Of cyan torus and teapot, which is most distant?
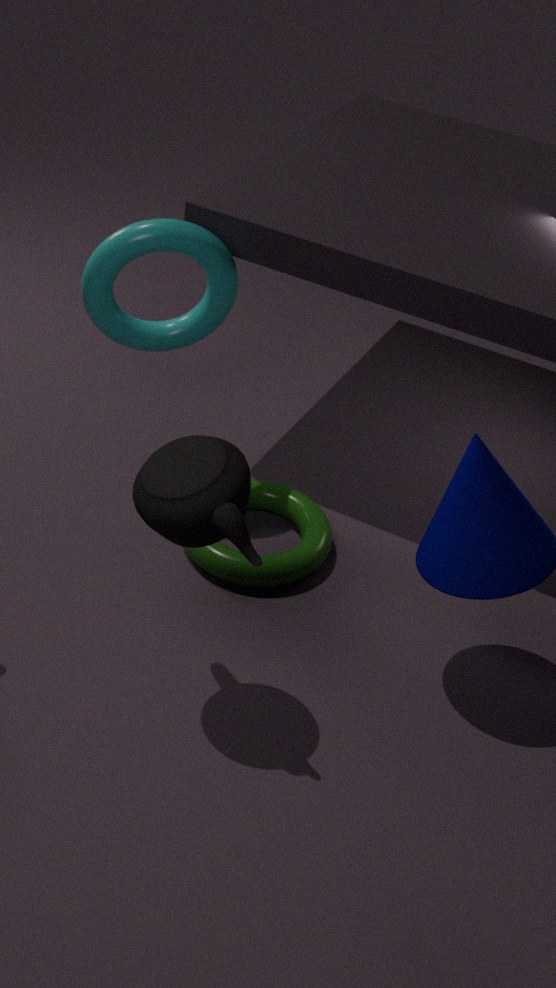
cyan torus
